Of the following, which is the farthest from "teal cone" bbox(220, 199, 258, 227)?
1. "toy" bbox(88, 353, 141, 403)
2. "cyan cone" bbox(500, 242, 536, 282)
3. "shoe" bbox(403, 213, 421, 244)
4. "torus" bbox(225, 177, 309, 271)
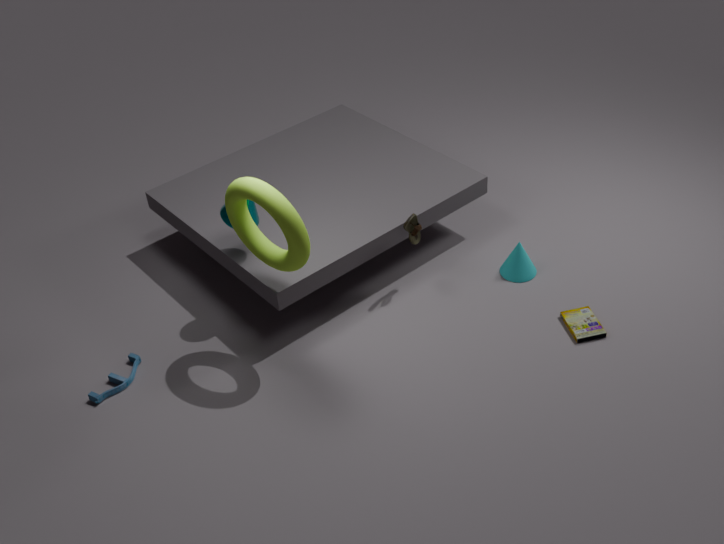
"cyan cone" bbox(500, 242, 536, 282)
